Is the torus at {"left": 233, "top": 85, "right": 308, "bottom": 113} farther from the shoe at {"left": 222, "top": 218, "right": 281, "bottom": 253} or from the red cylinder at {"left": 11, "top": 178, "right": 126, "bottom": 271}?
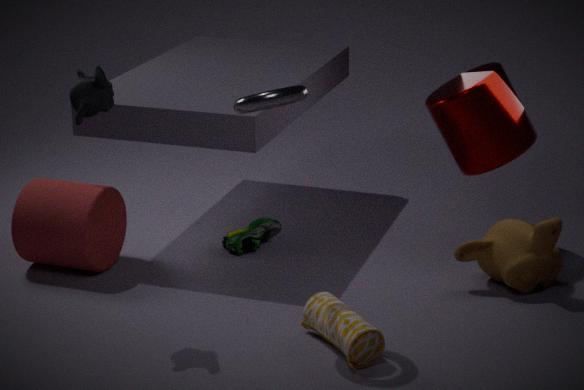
the shoe at {"left": 222, "top": 218, "right": 281, "bottom": 253}
